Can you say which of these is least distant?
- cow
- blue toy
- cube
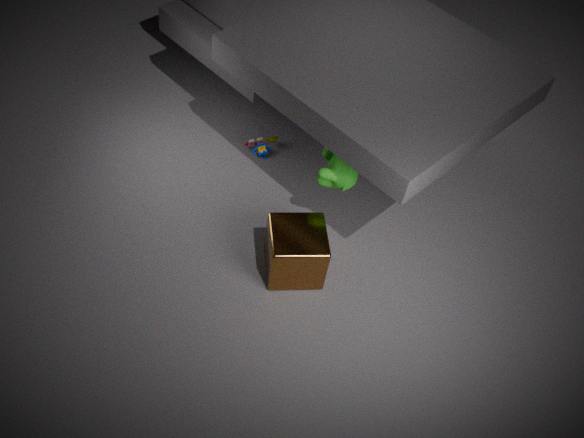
cube
